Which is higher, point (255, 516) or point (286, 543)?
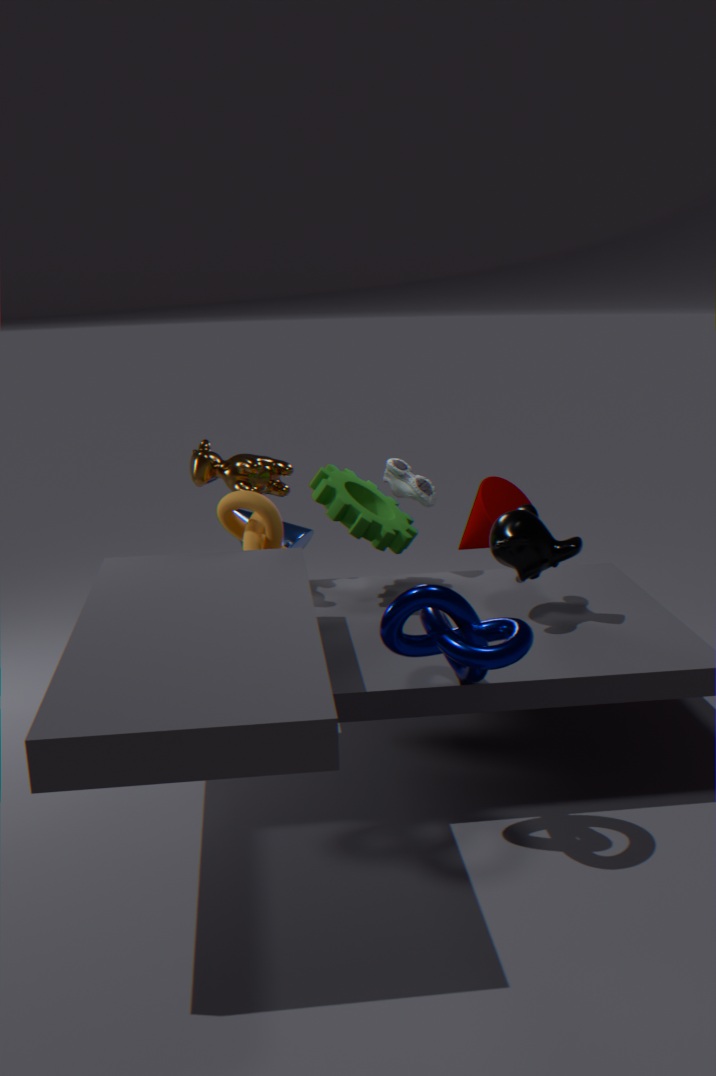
point (255, 516)
